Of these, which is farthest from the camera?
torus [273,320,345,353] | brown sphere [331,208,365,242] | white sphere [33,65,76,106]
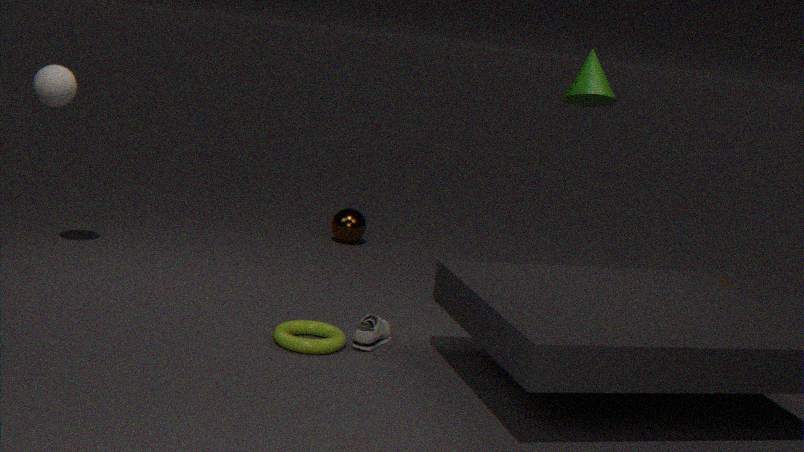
A: brown sphere [331,208,365,242]
